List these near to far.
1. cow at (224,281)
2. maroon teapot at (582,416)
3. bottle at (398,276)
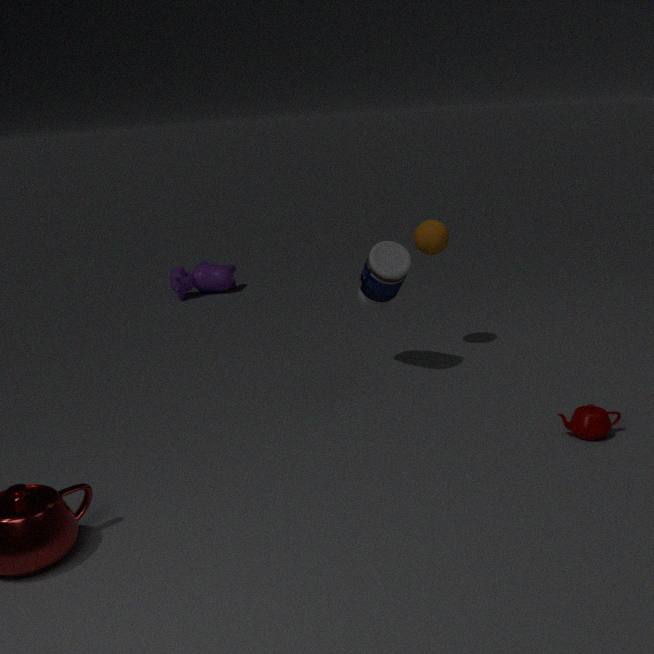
maroon teapot at (582,416) → bottle at (398,276) → cow at (224,281)
